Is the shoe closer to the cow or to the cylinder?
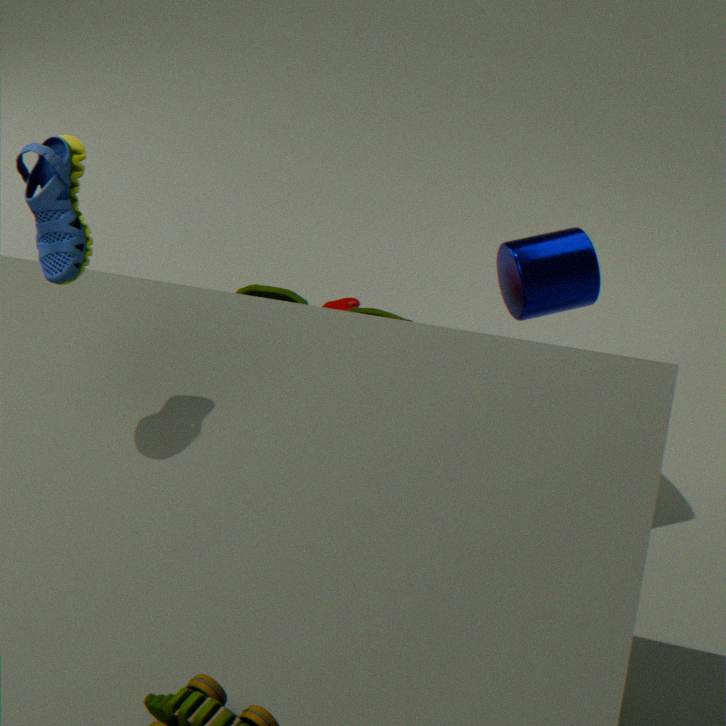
the cylinder
